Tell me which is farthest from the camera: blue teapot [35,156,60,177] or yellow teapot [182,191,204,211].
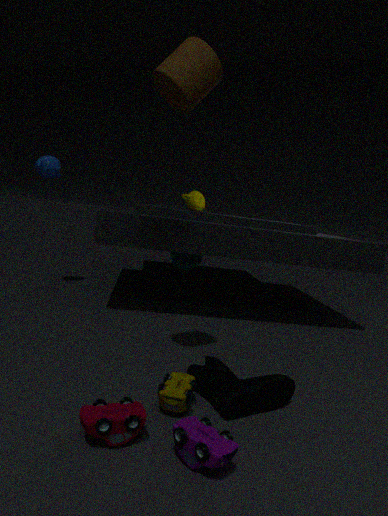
yellow teapot [182,191,204,211]
